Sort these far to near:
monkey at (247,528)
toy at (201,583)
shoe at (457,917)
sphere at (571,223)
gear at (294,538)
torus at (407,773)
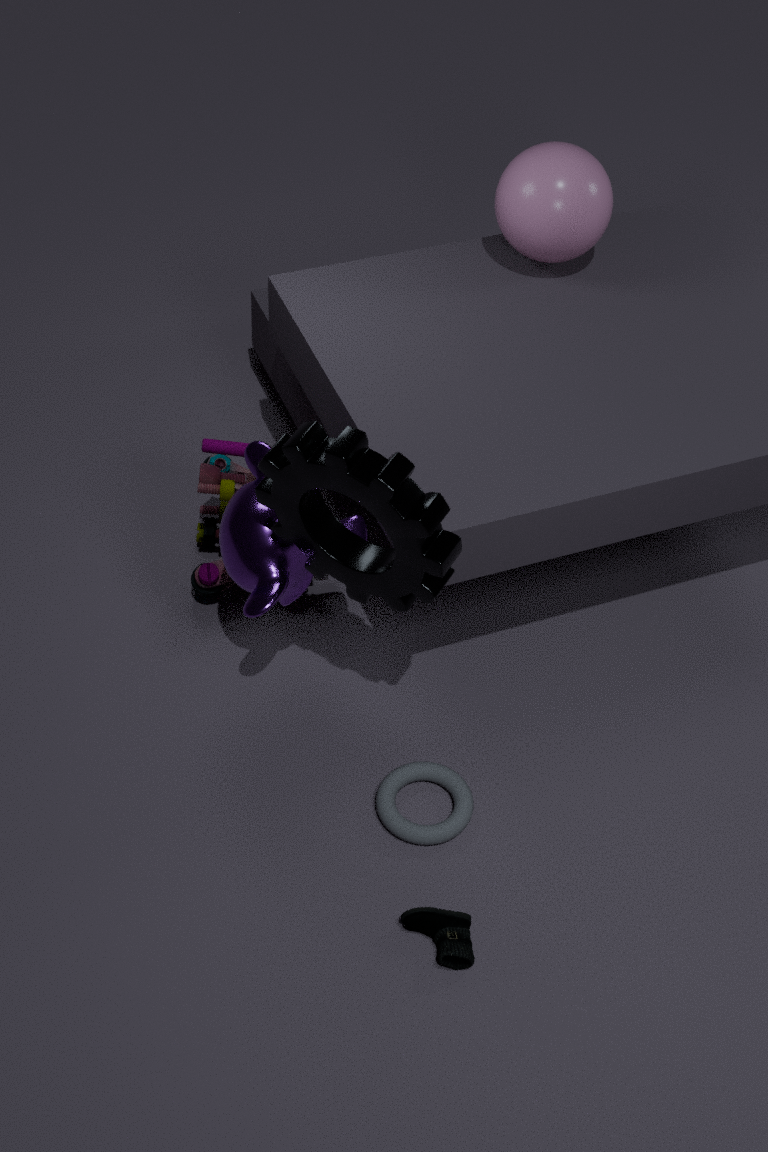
sphere at (571,223) → toy at (201,583) → torus at (407,773) → monkey at (247,528) → shoe at (457,917) → gear at (294,538)
